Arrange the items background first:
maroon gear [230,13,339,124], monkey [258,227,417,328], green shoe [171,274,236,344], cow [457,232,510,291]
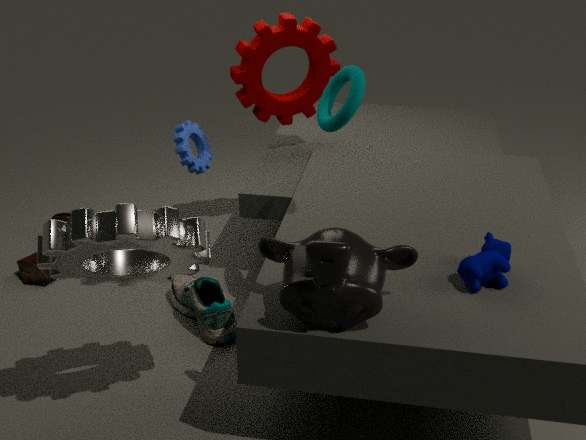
1. maroon gear [230,13,339,124]
2. green shoe [171,274,236,344]
3. cow [457,232,510,291]
4. monkey [258,227,417,328]
